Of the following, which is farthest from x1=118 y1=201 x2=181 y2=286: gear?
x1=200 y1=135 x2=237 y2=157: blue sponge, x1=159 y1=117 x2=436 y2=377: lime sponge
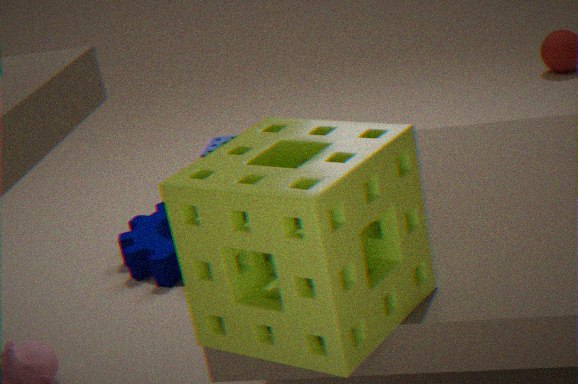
x1=159 y1=117 x2=436 y2=377: lime sponge
